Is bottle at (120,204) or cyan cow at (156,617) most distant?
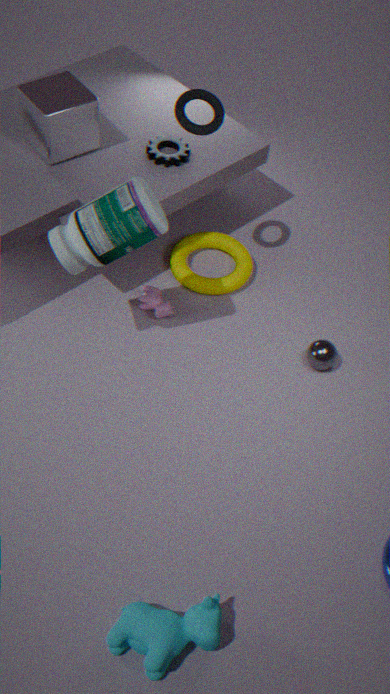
bottle at (120,204)
